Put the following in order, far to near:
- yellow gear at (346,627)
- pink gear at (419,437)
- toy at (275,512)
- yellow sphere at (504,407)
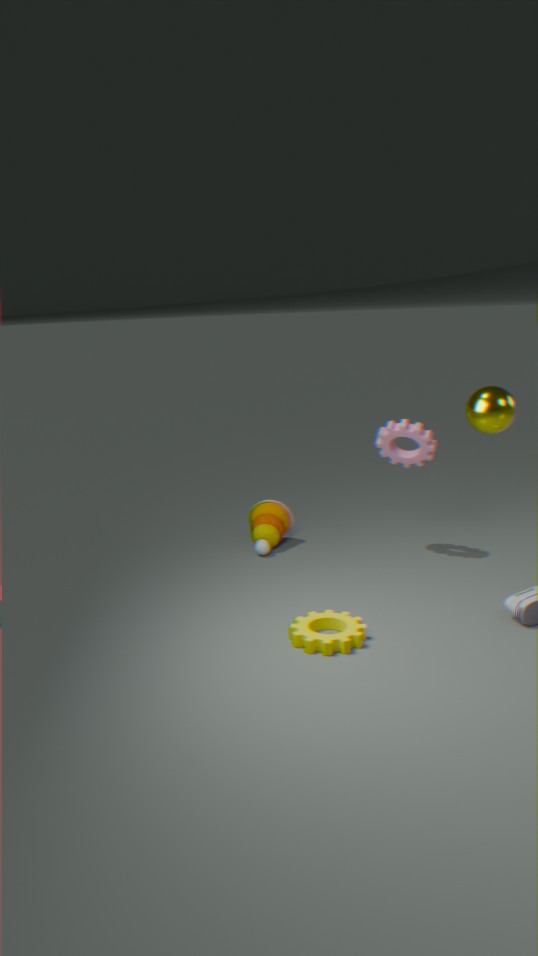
toy at (275,512) → pink gear at (419,437) → yellow sphere at (504,407) → yellow gear at (346,627)
